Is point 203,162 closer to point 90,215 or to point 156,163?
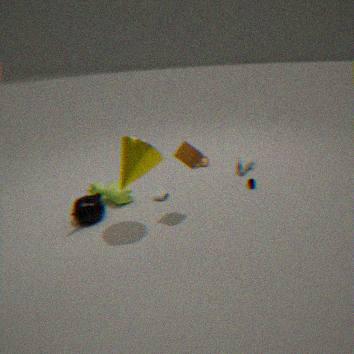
point 156,163
